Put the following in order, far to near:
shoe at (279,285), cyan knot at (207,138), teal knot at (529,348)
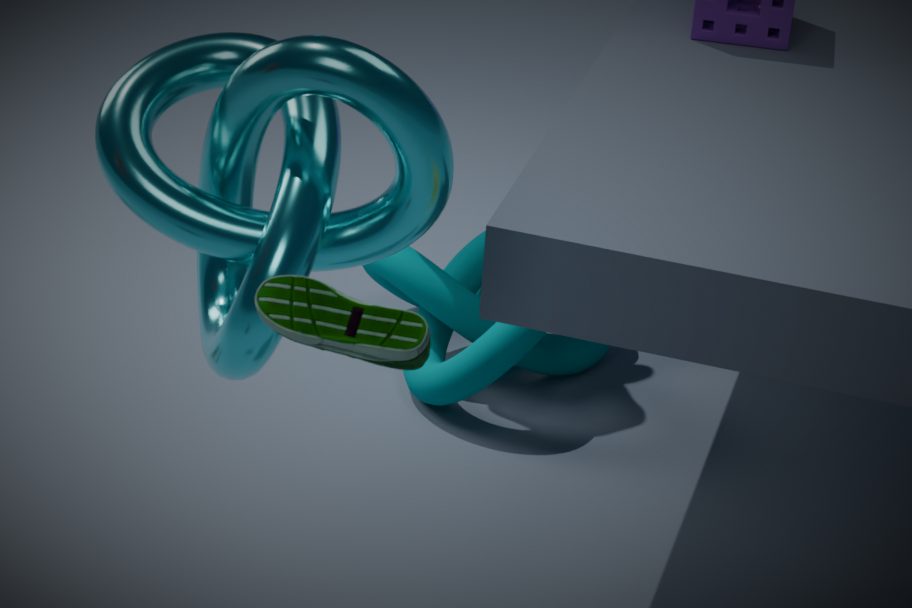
teal knot at (529,348)
cyan knot at (207,138)
shoe at (279,285)
